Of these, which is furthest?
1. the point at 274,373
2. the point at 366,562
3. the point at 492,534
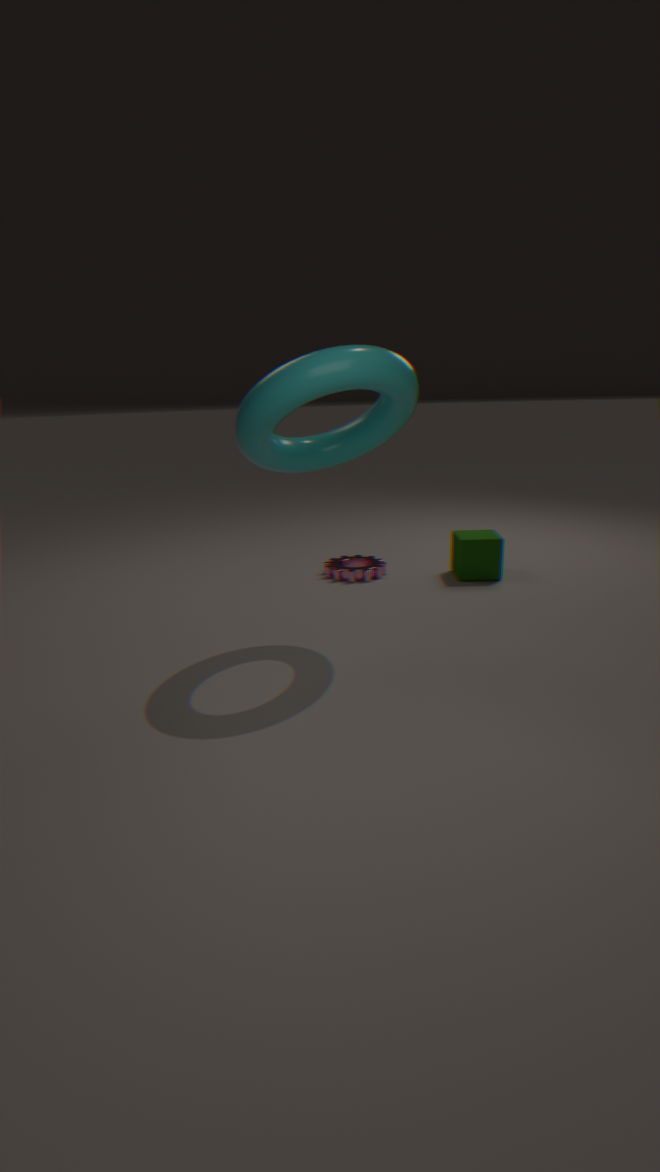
the point at 366,562
